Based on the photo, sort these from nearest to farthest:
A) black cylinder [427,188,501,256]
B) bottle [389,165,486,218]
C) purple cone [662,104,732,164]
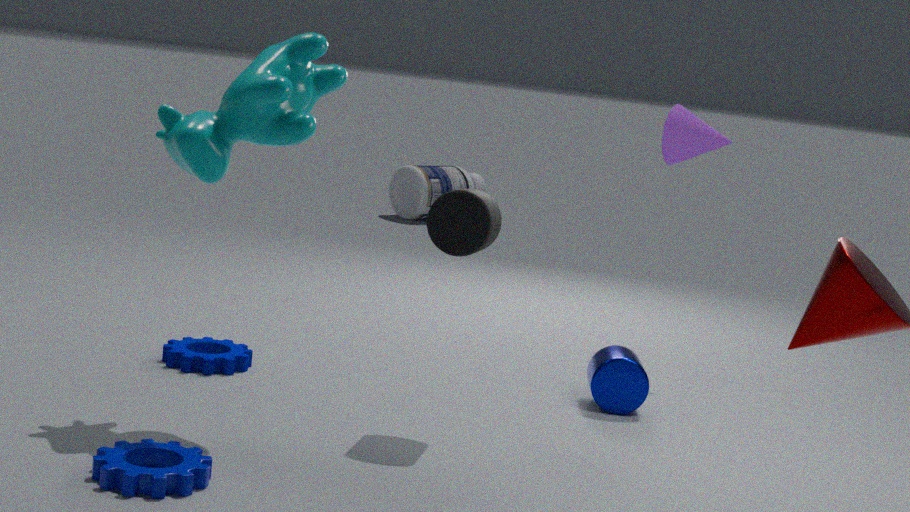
1. A. black cylinder [427,188,501,256]
2. C. purple cone [662,104,732,164]
3. B. bottle [389,165,486,218]
